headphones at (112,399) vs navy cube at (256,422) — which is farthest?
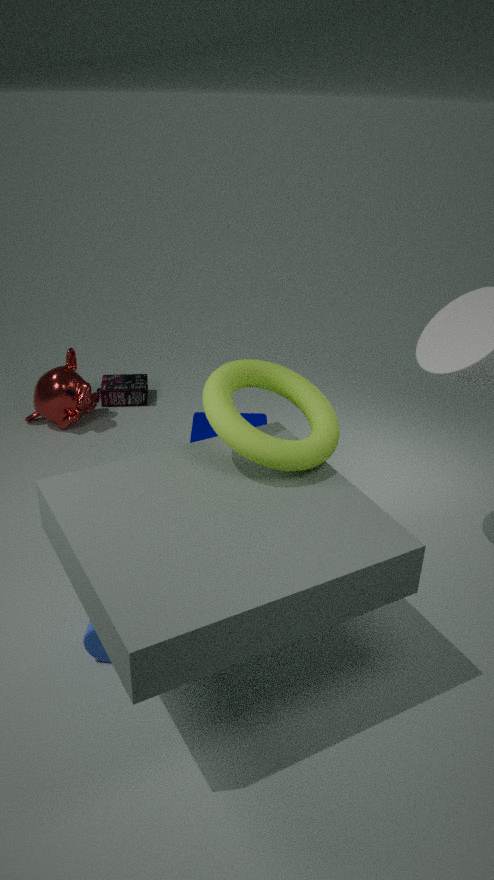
headphones at (112,399)
